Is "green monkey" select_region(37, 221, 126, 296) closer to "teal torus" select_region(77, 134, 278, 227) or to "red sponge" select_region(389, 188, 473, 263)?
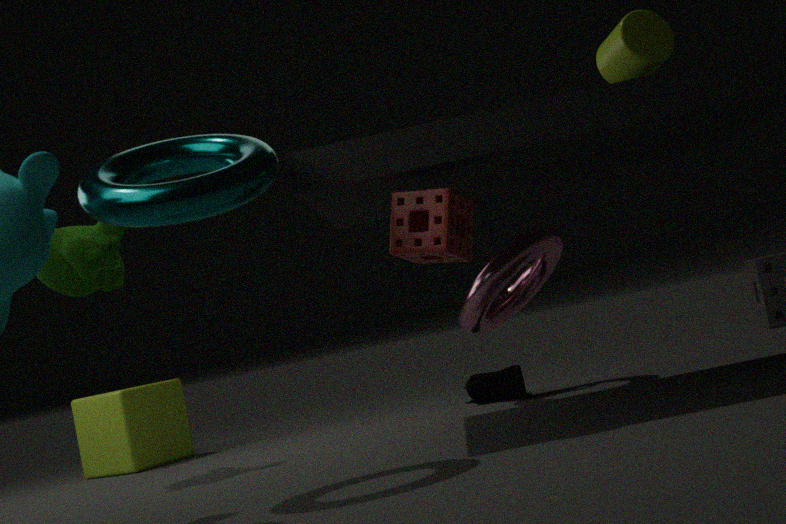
"teal torus" select_region(77, 134, 278, 227)
